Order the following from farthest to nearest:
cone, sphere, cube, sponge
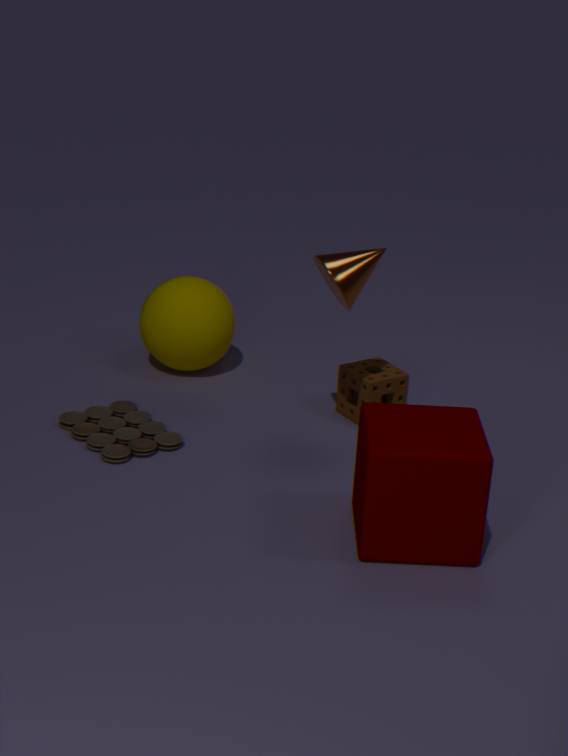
sphere → sponge → cone → cube
